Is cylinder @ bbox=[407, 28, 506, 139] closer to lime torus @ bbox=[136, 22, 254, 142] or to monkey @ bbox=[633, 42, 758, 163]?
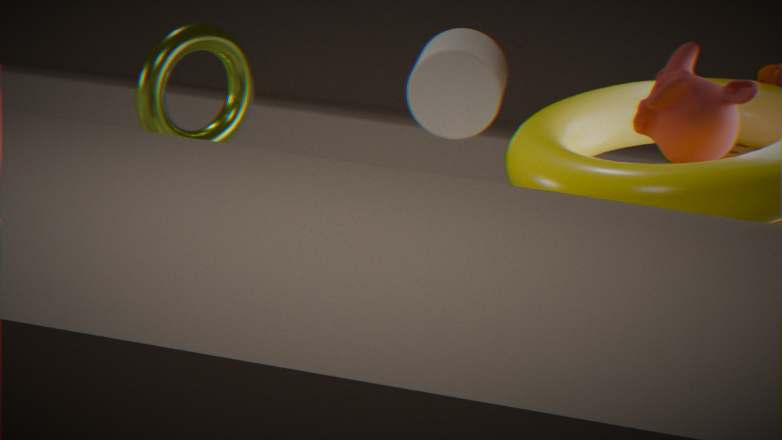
lime torus @ bbox=[136, 22, 254, 142]
